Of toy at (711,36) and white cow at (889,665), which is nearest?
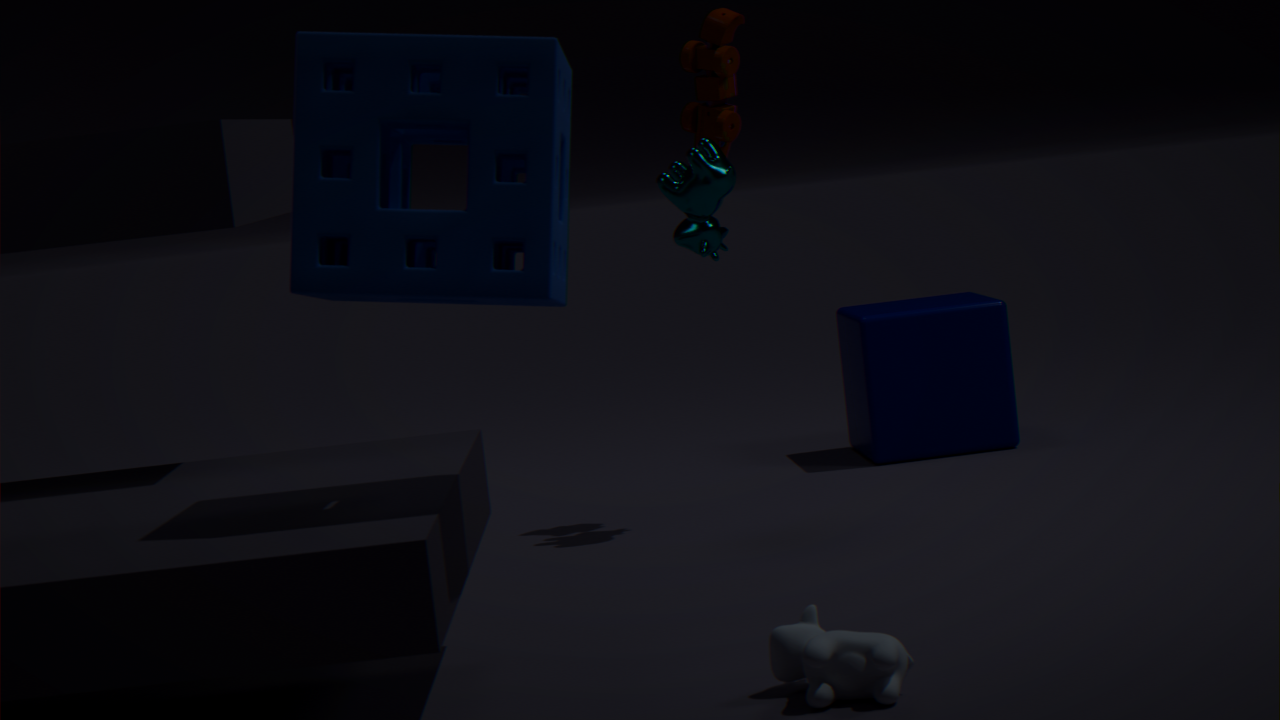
white cow at (889,665)
